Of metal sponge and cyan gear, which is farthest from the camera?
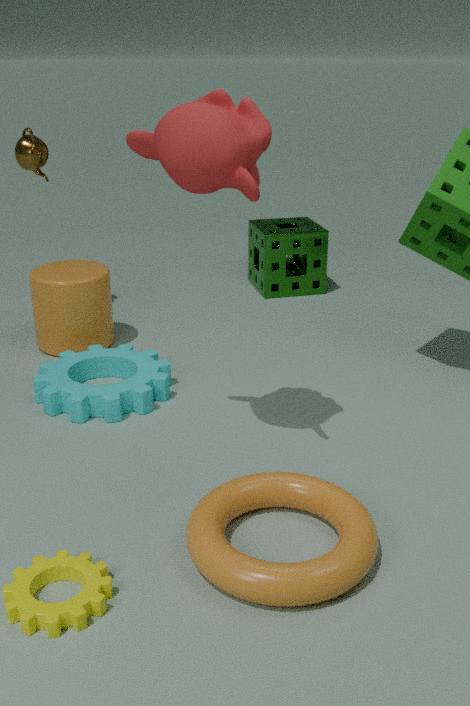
metal sponge
